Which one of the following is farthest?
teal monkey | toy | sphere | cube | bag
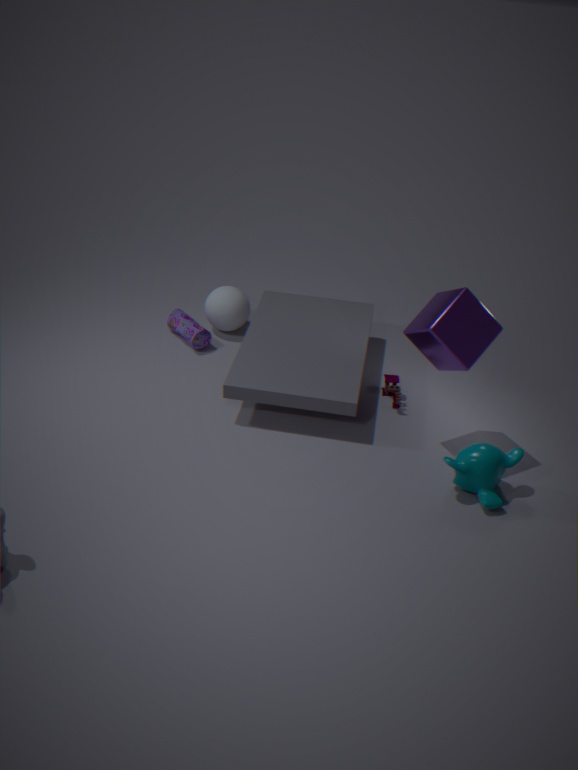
sphere
